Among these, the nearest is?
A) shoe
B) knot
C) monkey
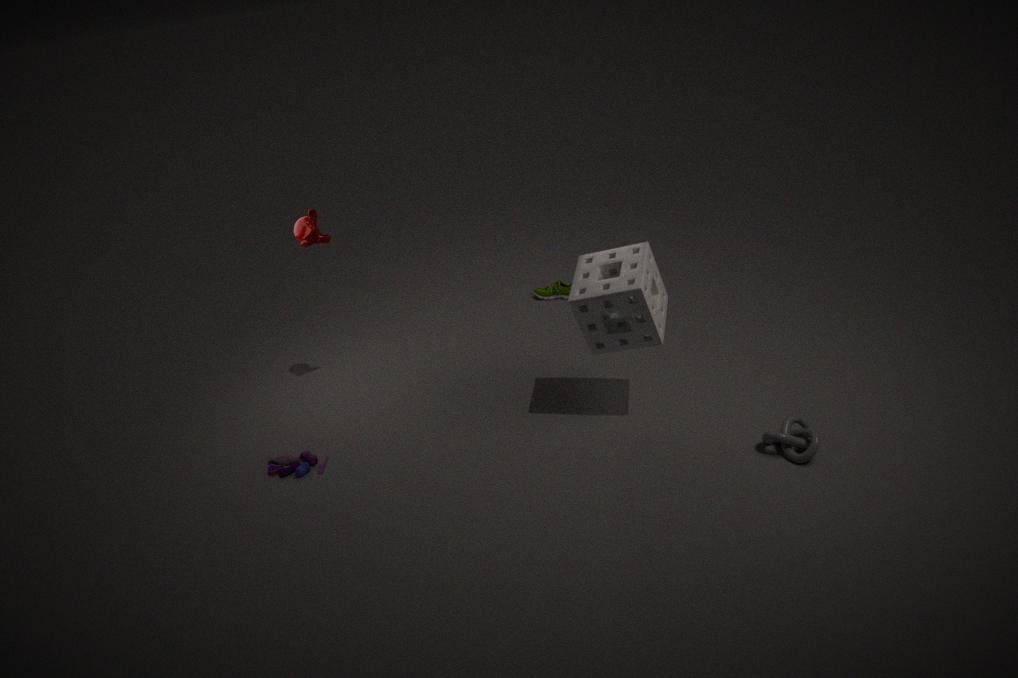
knot
